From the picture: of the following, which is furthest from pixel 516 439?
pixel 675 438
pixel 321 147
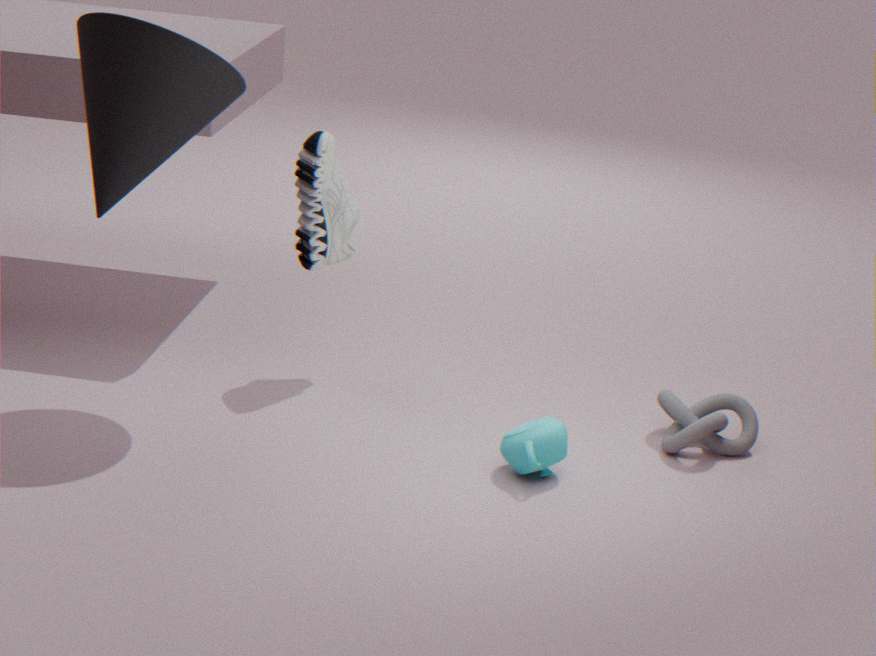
pixel 321 147
